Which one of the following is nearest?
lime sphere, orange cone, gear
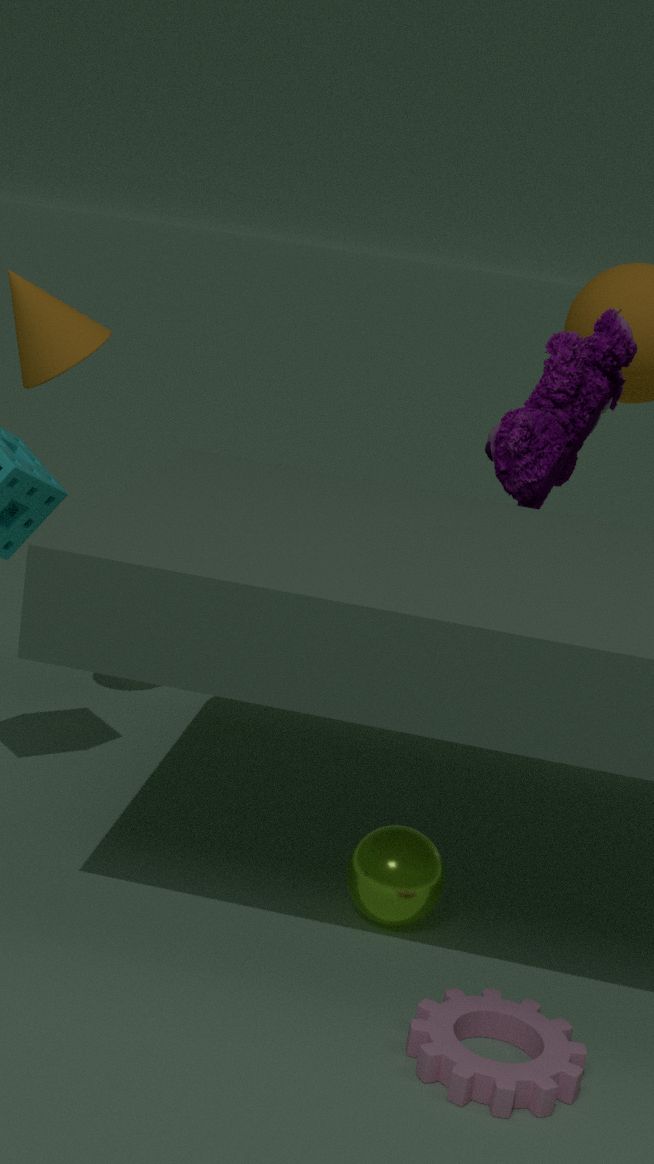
gear
